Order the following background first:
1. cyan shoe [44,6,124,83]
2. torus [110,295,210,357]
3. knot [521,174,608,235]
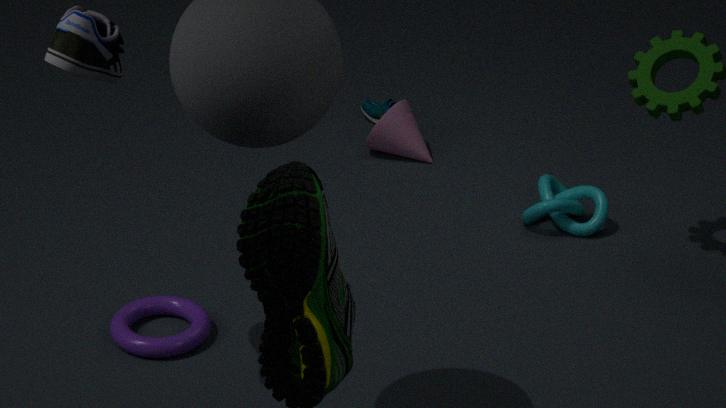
knot [521,174,608,235] < torus [110,295,210,357] < cyan shoe [44,6,124,83]
